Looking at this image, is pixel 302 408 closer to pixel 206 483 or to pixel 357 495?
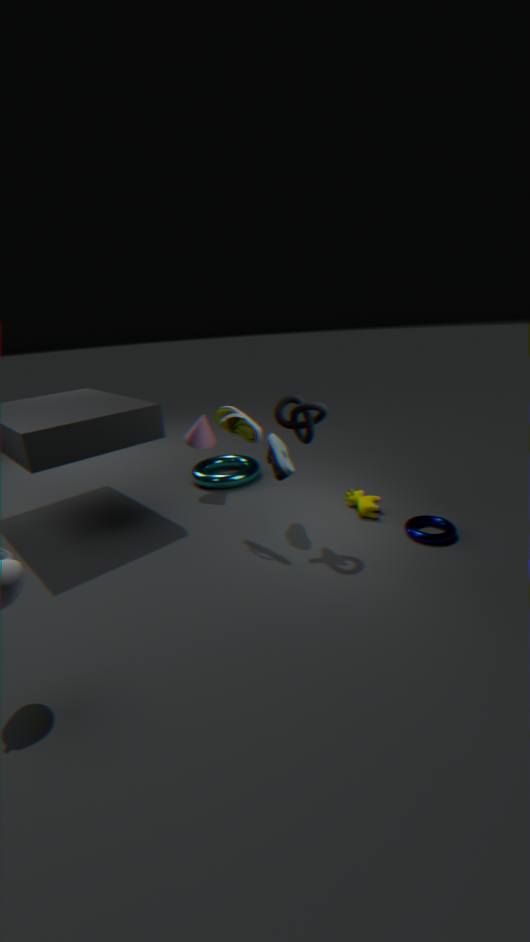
pixel 357 495
